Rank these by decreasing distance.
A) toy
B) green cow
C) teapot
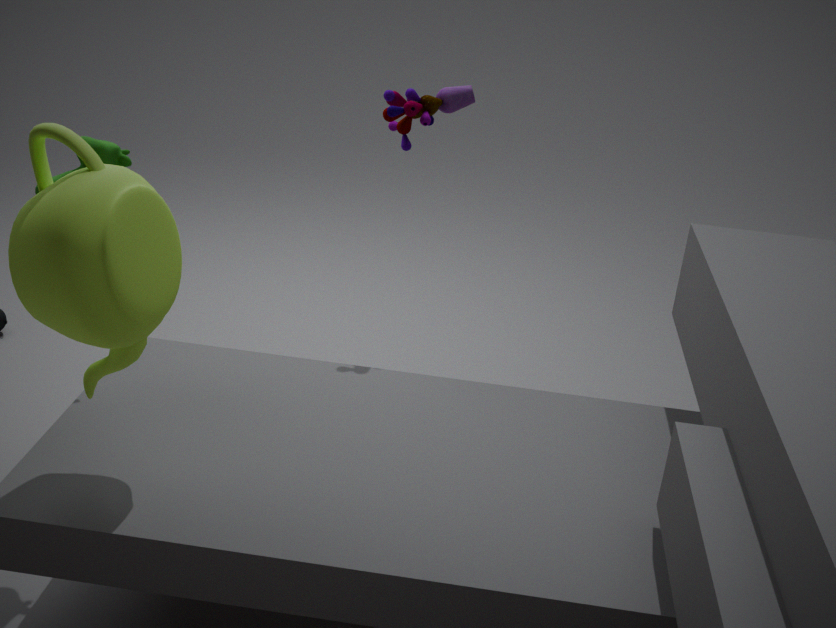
toy → green cow → teapot
